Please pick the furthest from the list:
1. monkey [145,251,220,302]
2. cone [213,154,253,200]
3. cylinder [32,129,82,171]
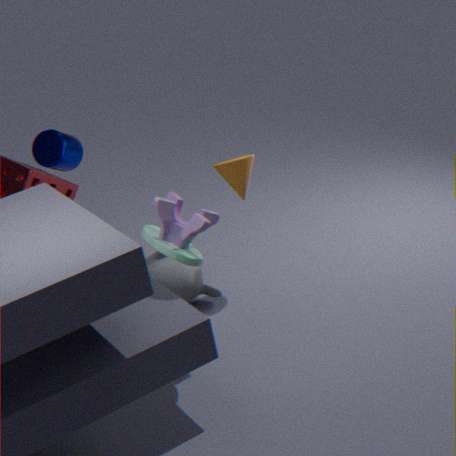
monkey [145,251,220,302]
